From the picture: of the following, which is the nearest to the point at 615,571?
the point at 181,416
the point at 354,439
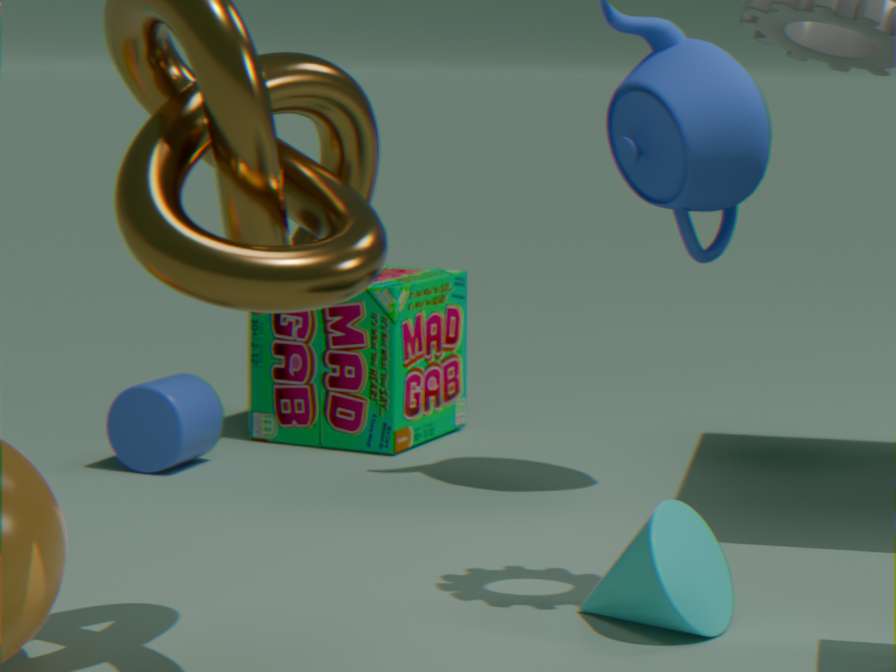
the point at 181,416
